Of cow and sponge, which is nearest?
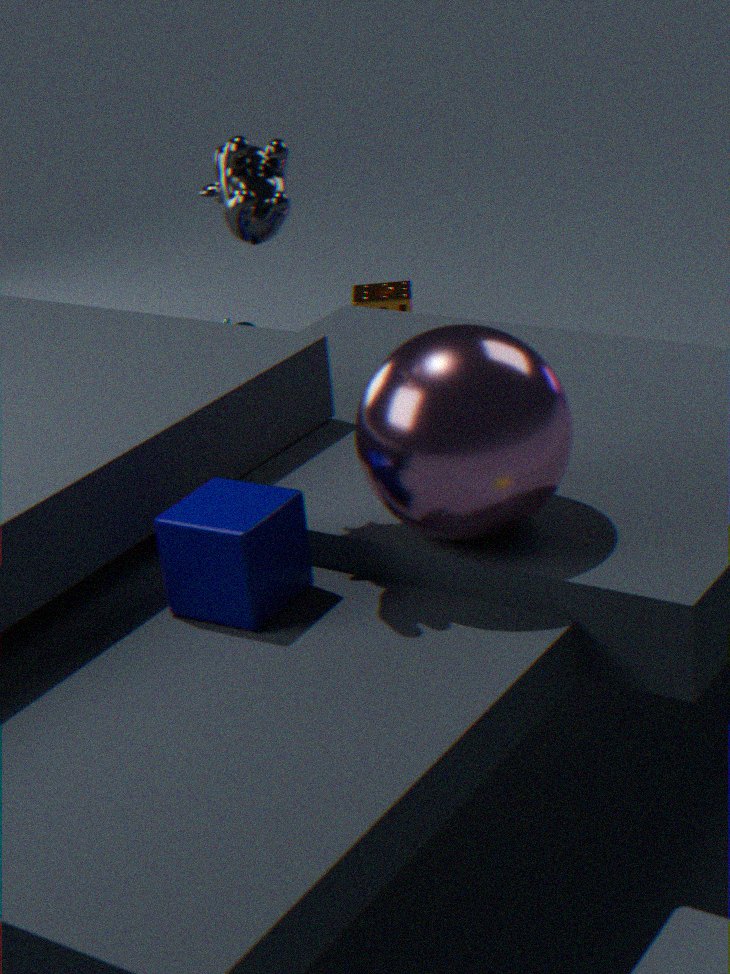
cow
